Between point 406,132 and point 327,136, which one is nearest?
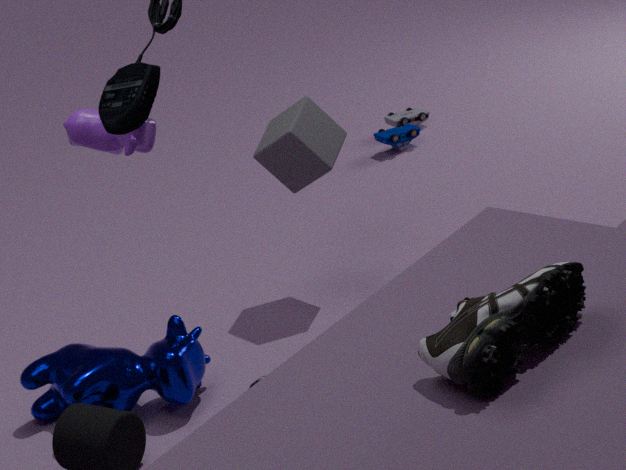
point 327,136
